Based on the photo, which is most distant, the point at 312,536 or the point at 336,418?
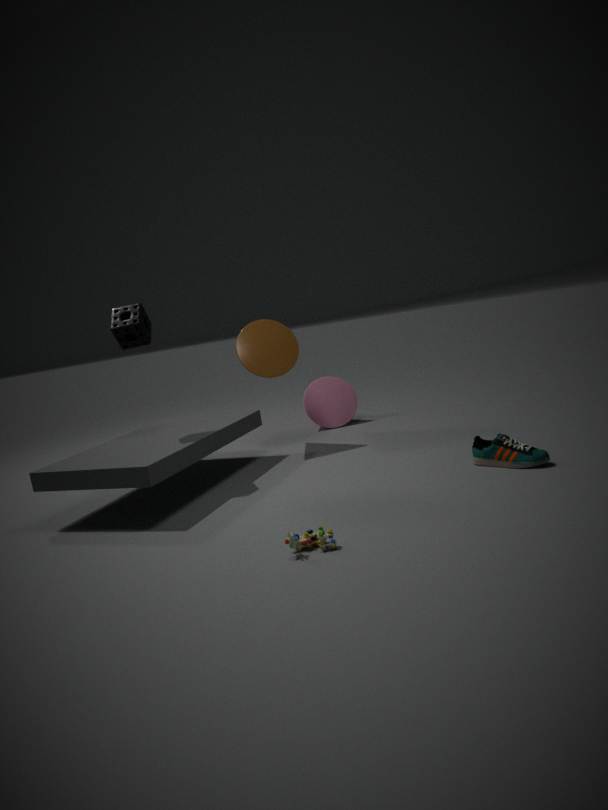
the point at 336,418
